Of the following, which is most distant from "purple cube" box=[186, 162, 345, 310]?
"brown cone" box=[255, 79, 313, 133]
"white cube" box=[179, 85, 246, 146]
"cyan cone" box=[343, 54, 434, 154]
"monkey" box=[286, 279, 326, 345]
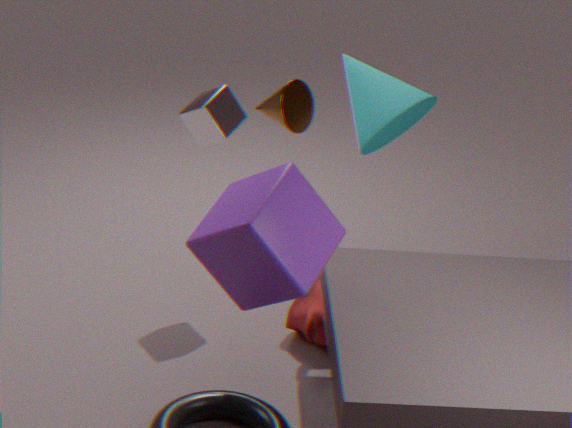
"cyan cone" box=[343, 54, 434, 154]
